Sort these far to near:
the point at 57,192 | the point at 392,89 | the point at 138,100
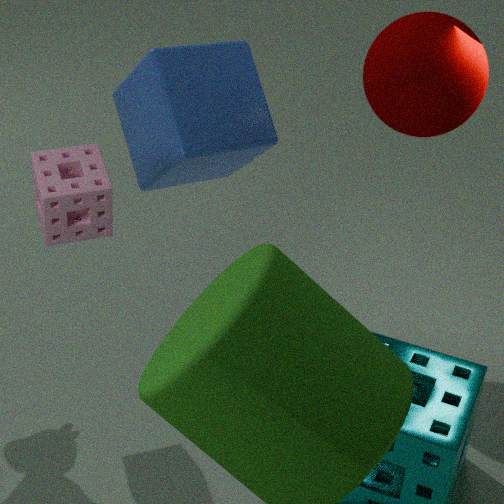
the point at 138,100
the point at 392,89
the point at 57,192
